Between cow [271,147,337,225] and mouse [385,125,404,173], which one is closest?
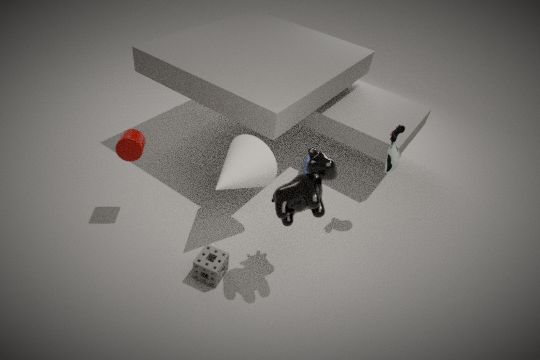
cow [271,147,337,225]
